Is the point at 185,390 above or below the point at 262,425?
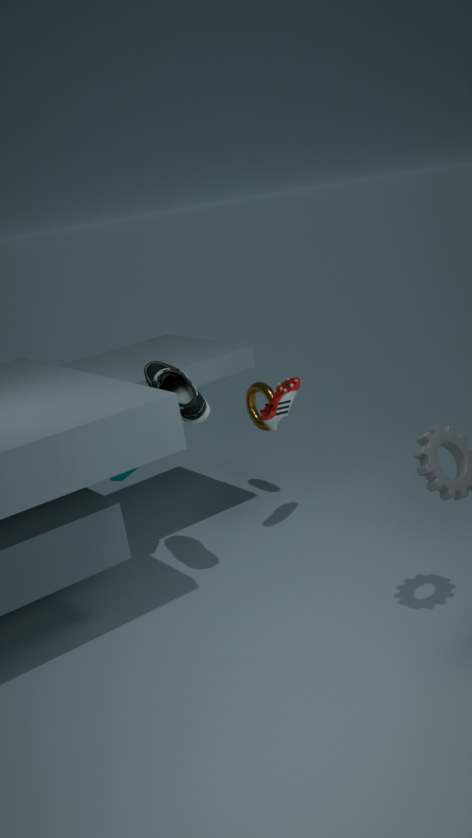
above
